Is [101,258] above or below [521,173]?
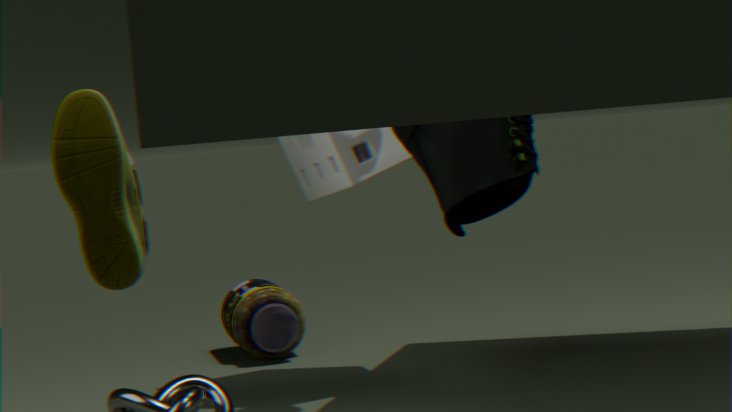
below
